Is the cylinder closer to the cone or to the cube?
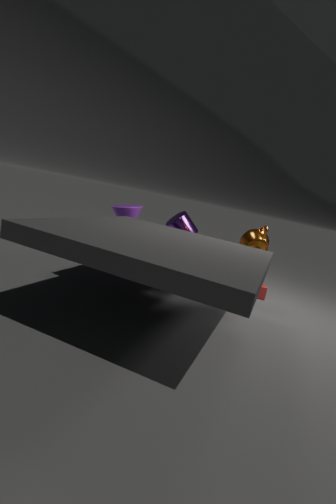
the cone
